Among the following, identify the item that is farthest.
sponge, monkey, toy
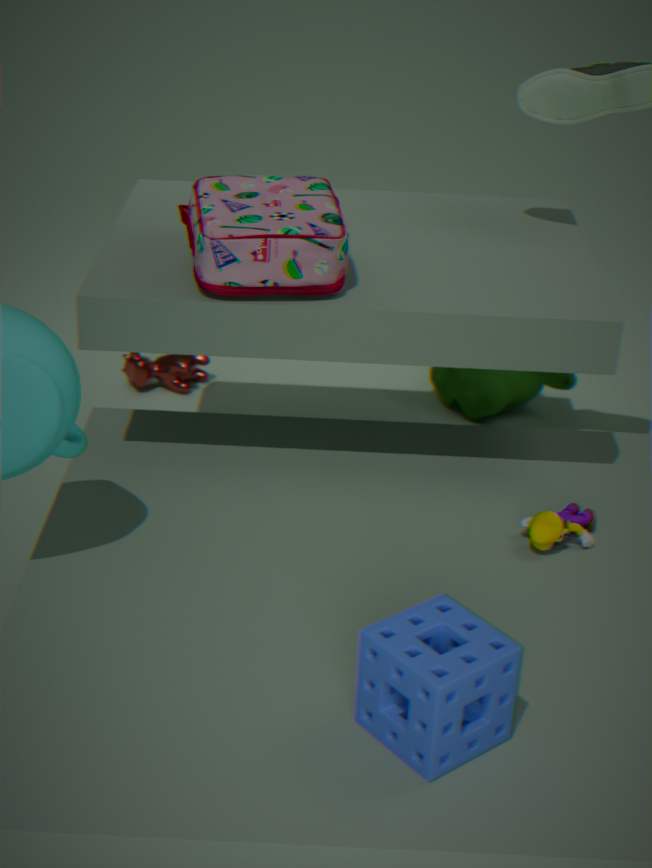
Answer: monkey
